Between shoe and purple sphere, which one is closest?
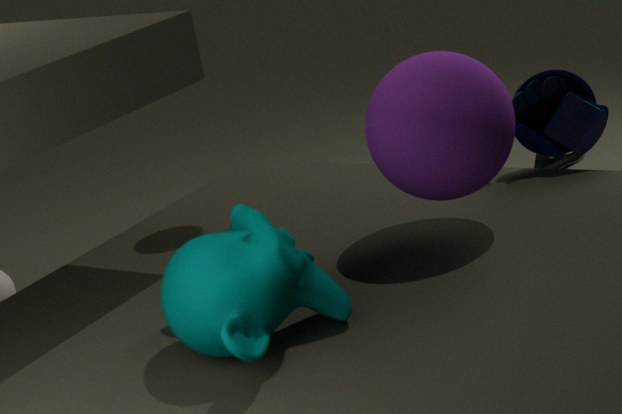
purple sphere
